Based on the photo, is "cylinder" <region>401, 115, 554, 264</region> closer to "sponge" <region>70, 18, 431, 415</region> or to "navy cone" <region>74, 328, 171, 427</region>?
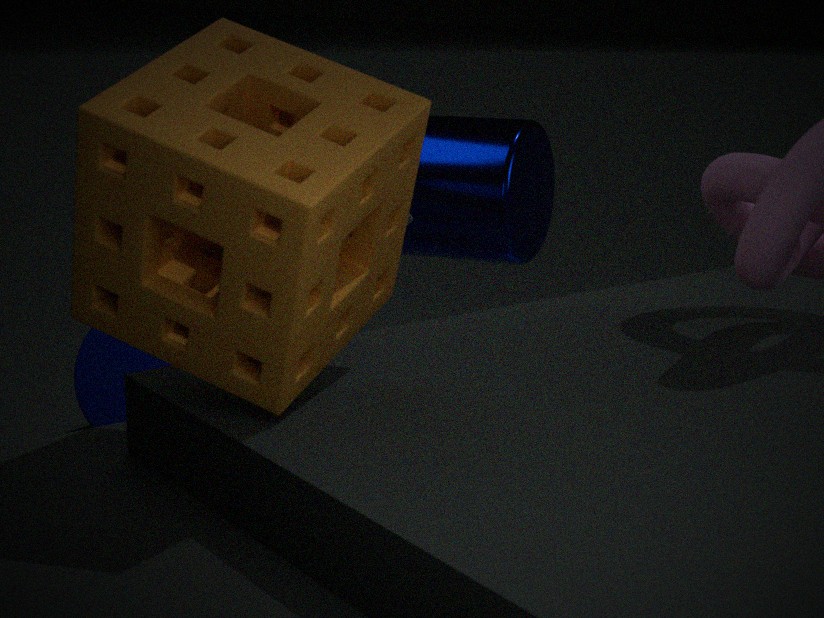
"navy cone" <region>74, 328, 171, 427</region>
